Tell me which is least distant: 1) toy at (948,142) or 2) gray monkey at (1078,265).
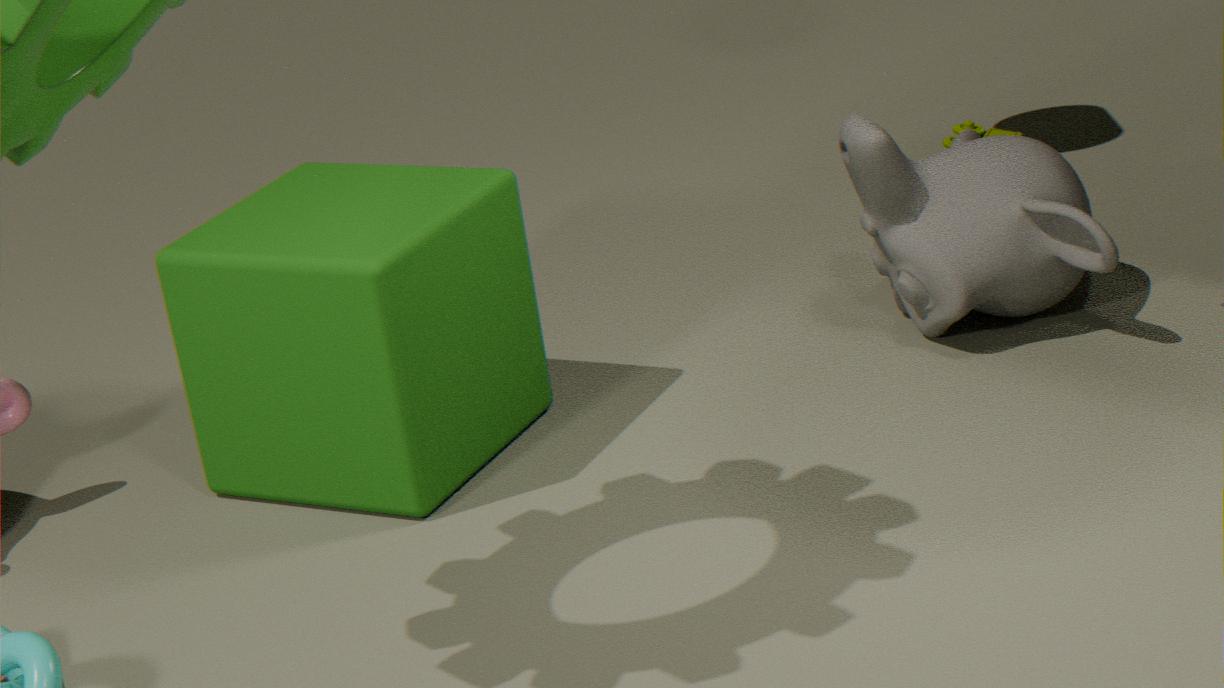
2. gray monkey at (1078,265)
